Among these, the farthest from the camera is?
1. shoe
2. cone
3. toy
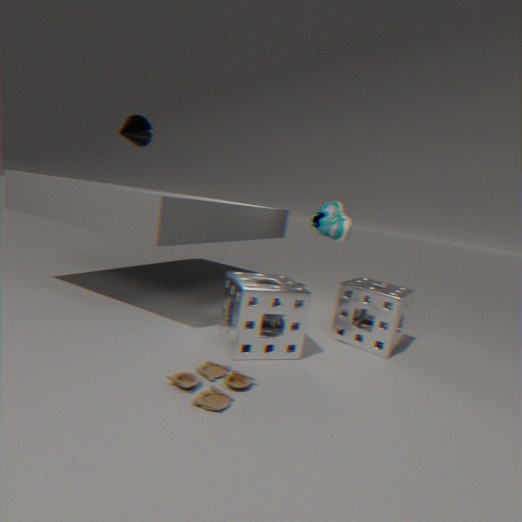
cone
